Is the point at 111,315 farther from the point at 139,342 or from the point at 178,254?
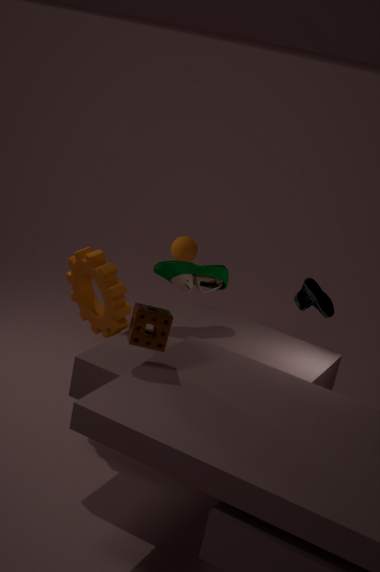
the point at 139,342
